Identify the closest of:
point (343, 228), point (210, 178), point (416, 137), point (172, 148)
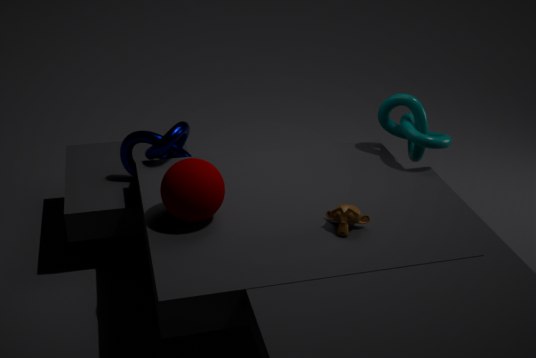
point (210, 178)
